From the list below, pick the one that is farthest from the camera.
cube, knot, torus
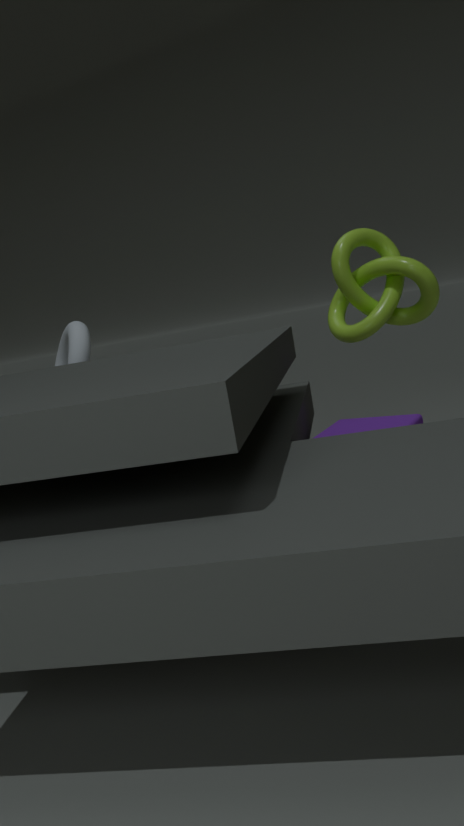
torus
